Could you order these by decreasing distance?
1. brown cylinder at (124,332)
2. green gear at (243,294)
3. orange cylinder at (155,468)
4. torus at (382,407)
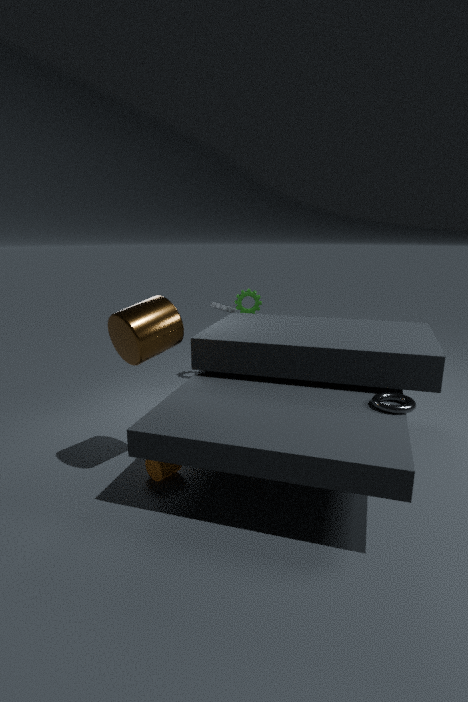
1. green gear at (243,294)
2. orange cylinder at (155,468)
3. torus at (382,407)
4. brown cylinder at (124,332)
